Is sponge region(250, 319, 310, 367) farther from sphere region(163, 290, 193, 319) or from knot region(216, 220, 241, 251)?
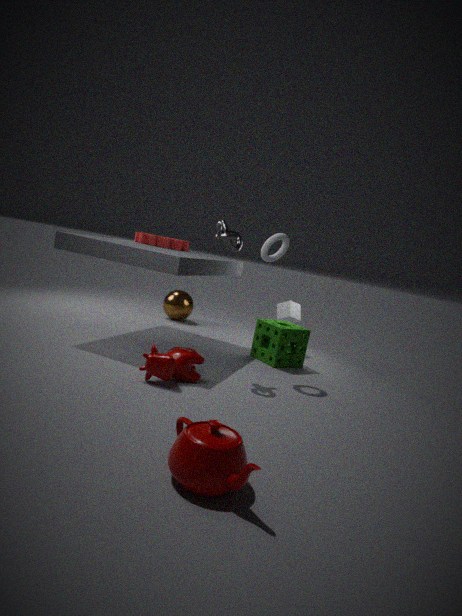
sphere region(163, 290, 193, 319)
